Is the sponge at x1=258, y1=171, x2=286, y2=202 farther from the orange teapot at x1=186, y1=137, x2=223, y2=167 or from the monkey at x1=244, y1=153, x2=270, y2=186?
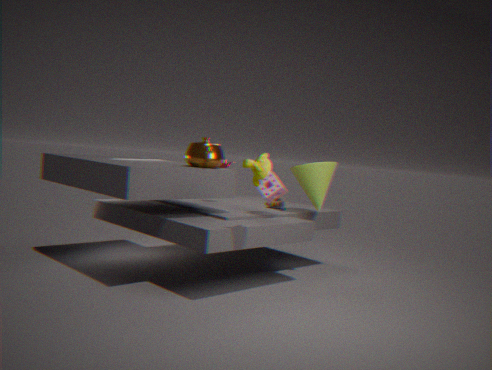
the monkey at x1=244, y1=153, x2=270, y2=186
